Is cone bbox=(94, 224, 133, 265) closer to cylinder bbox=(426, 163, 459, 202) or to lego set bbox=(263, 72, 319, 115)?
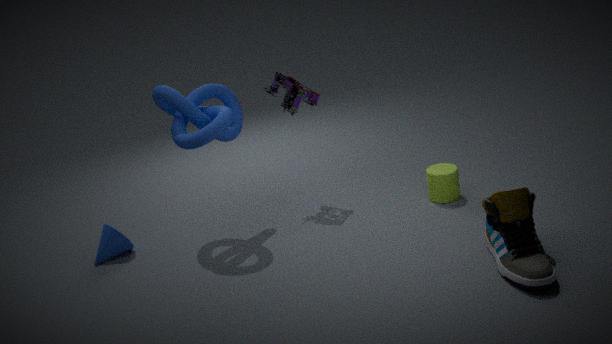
lego set bbox=(263, 72, 319, 115)
